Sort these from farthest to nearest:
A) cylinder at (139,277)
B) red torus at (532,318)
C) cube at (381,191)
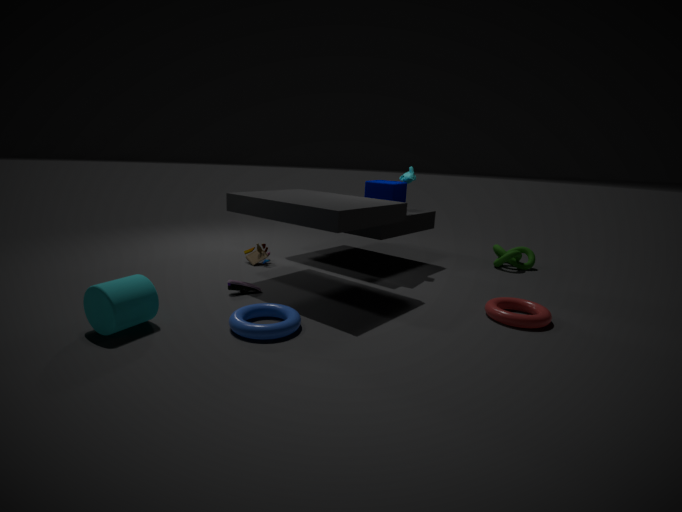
cube at (381,191)
red torus at (532,318)
cylinder at (139,277)
